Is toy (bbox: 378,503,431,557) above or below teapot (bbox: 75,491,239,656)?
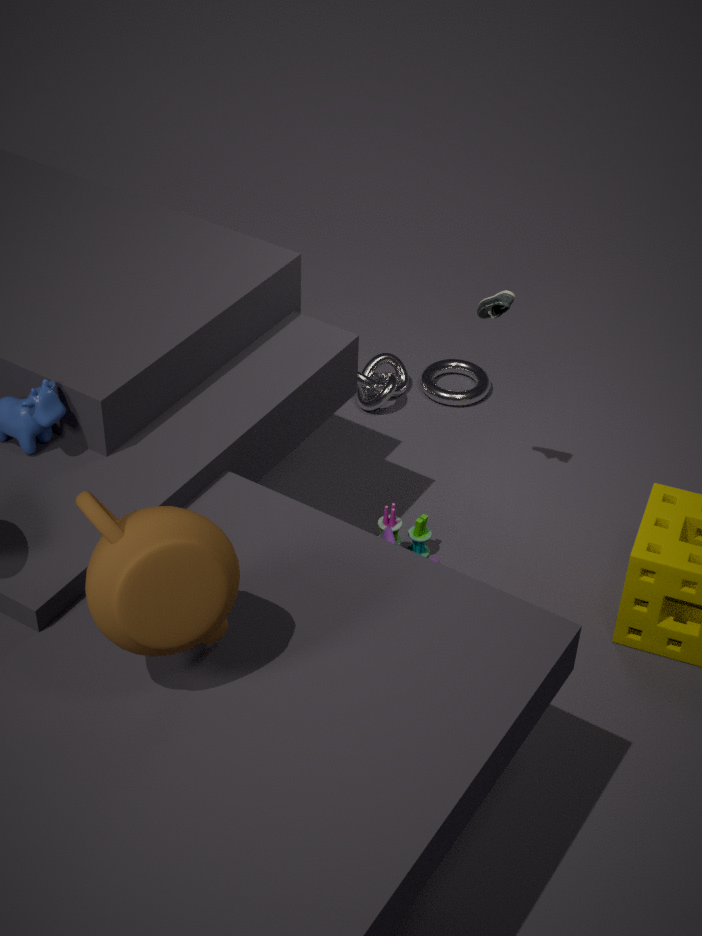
below
